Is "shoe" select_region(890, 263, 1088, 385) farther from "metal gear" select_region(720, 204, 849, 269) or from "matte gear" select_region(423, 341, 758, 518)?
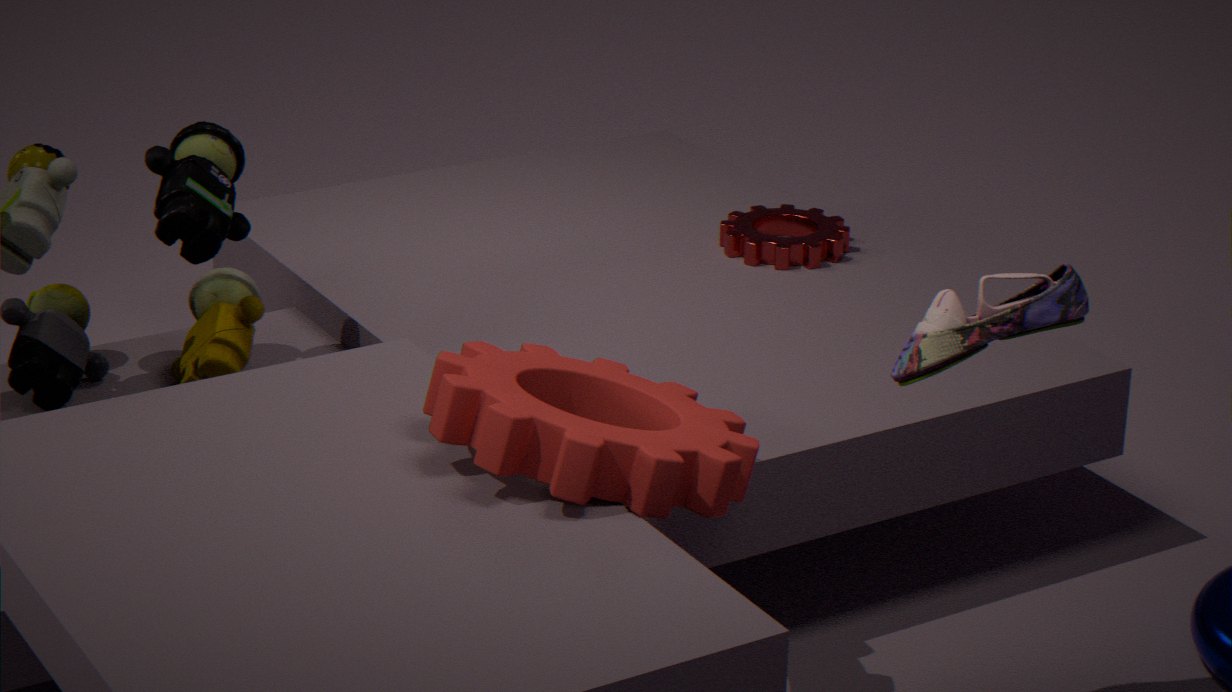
"metal gear" select_region(720, 204, 849, 269)
